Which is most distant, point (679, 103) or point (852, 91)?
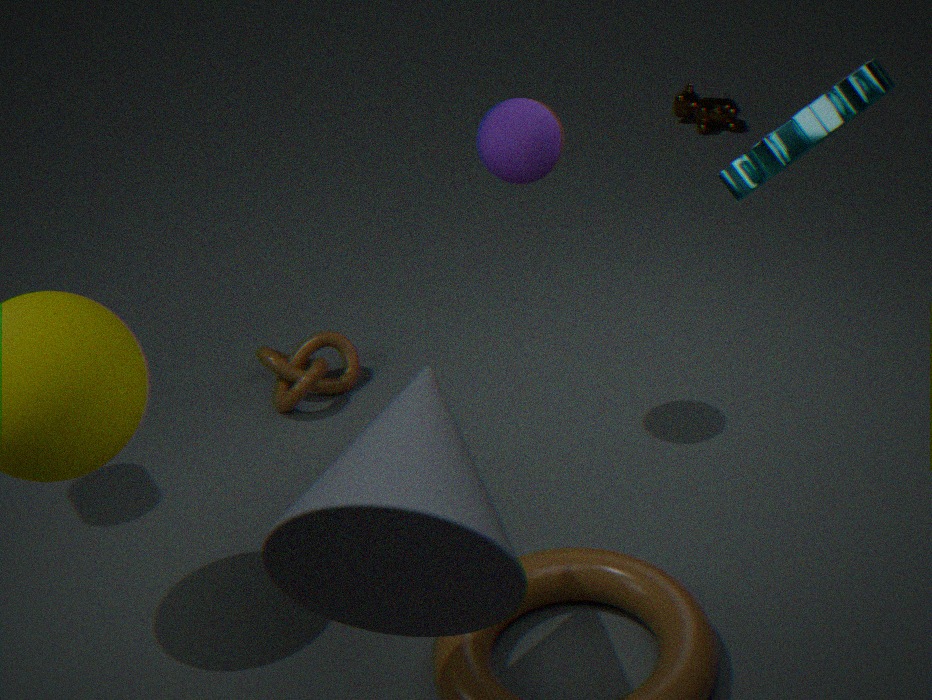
point (679, 103)
